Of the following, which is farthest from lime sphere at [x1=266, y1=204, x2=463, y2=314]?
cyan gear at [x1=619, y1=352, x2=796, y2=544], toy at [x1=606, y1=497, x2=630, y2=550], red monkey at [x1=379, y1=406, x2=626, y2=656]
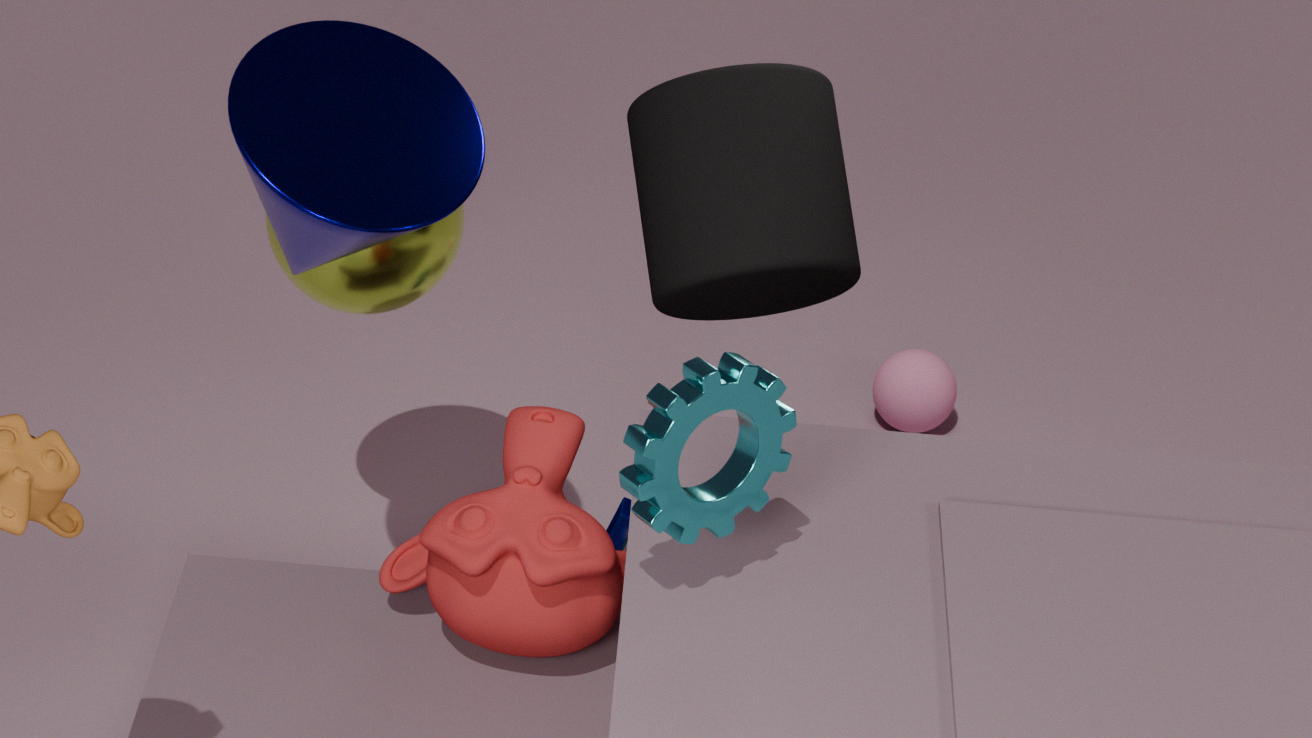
cyan gear at [x1=619, y1=352, x2=796, y2=544]
